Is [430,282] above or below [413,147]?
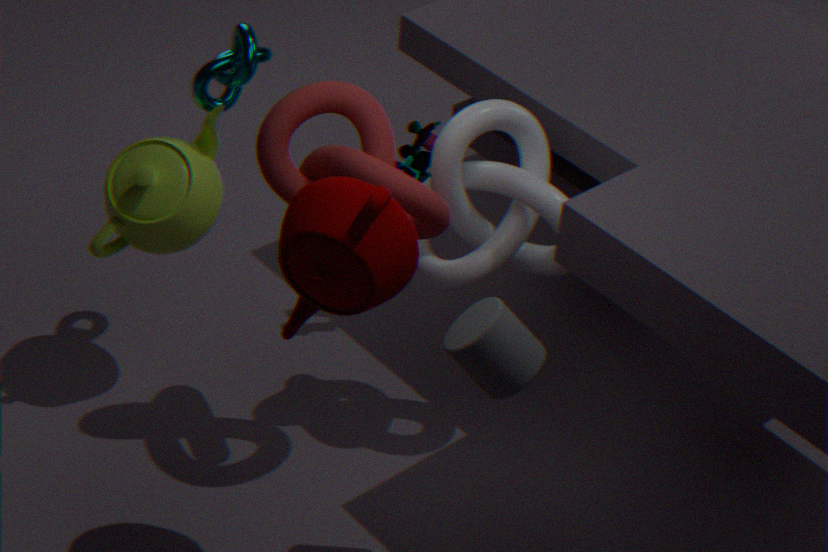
above
